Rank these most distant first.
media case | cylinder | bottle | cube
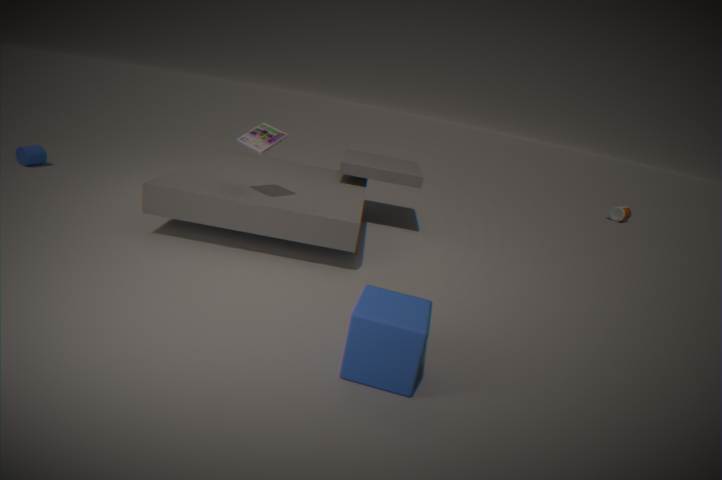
bottle < cylinder < media case < cube
